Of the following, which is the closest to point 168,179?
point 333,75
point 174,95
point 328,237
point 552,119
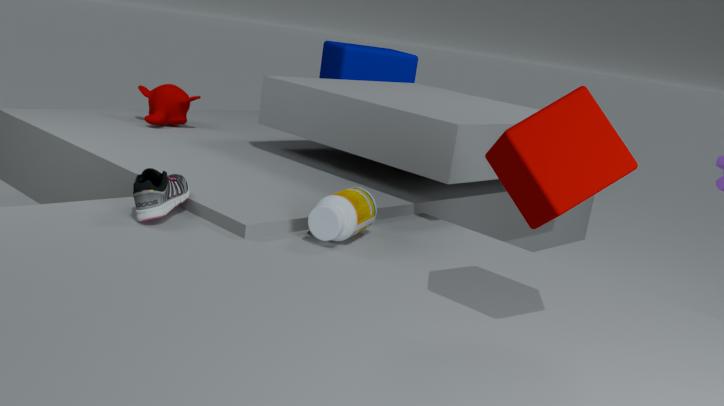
point 328,237
